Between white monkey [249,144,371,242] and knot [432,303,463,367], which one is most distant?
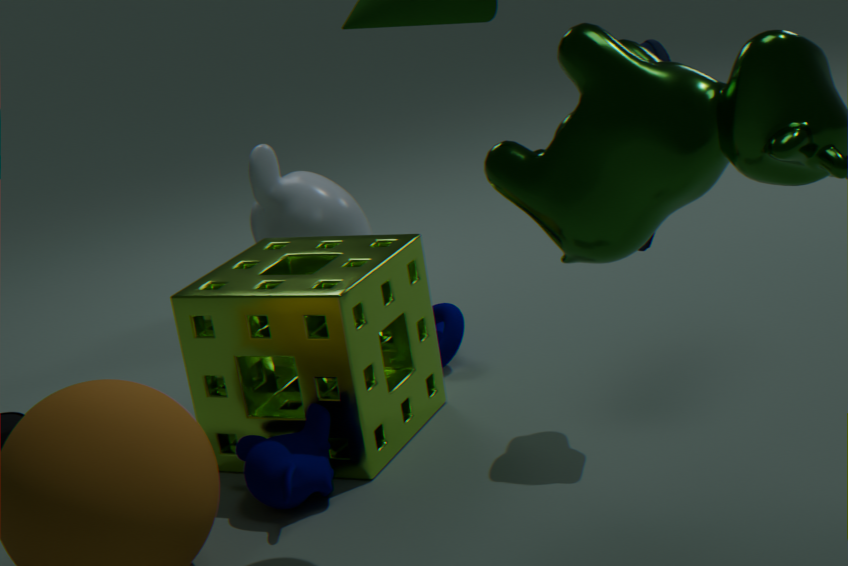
white monkey [249,144,371,242]
